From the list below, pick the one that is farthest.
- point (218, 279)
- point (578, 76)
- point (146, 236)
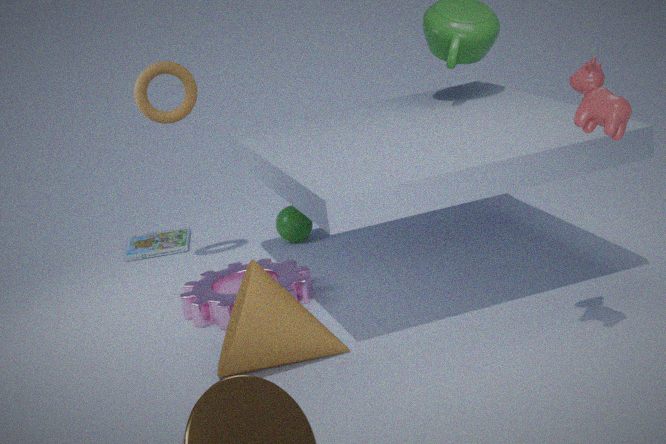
point (146, 236)
